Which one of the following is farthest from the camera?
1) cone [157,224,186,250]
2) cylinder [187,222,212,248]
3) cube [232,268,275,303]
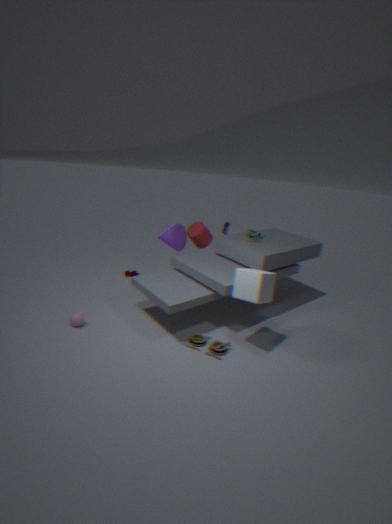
2. cylinder [187,222,212,248]
